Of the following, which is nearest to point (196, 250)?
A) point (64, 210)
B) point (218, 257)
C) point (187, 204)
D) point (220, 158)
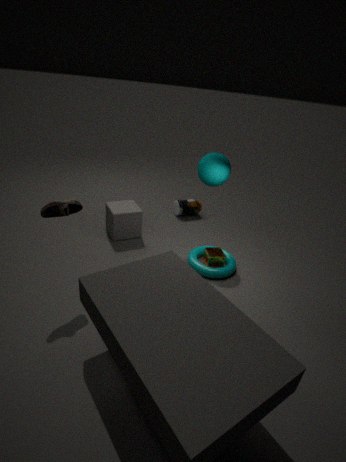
point (218, 257)
